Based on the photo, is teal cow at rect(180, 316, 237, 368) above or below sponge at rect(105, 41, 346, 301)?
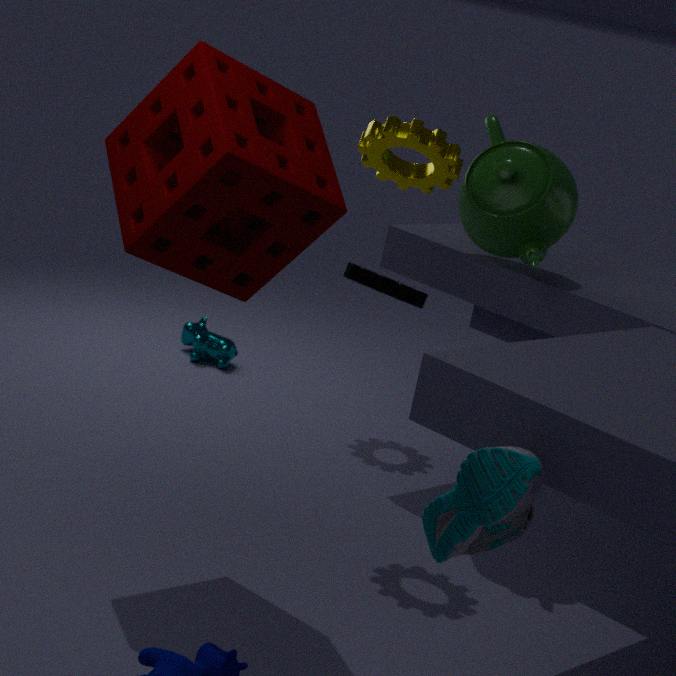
below
